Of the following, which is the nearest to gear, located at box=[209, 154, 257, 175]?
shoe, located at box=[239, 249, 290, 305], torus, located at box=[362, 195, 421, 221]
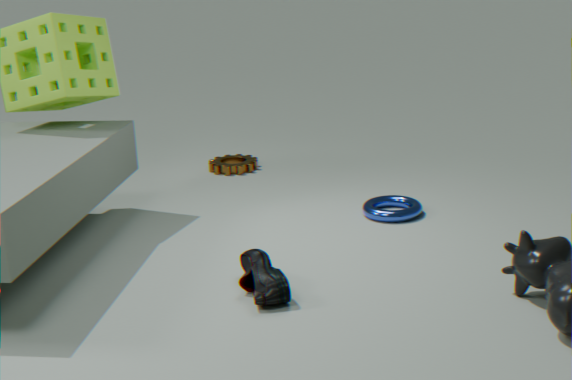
torus, located at box=[362, 195, 421, 221]
